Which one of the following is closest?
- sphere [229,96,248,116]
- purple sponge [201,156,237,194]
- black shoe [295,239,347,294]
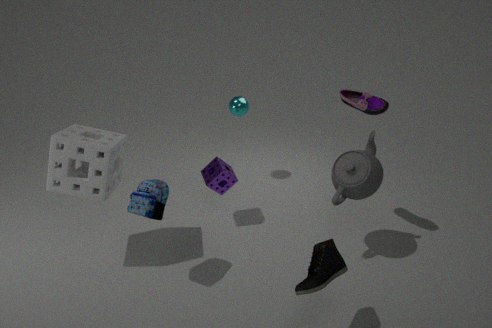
black shoe [295,239,347,294]
